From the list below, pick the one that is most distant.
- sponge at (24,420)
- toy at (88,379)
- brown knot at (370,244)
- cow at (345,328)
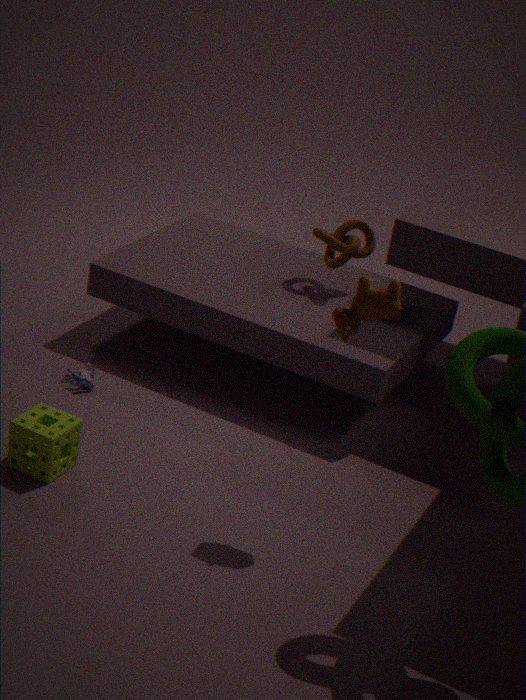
brown knot at (370,244)
